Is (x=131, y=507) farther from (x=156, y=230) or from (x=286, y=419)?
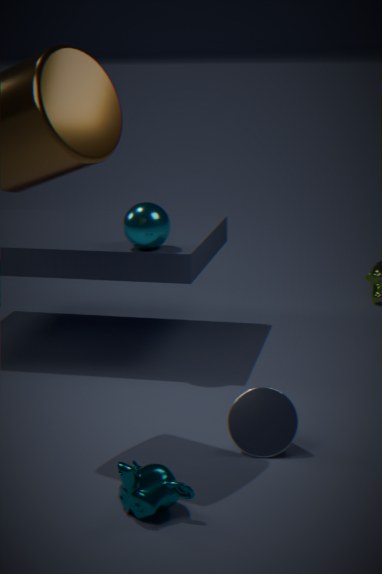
(x=156, y=230)
